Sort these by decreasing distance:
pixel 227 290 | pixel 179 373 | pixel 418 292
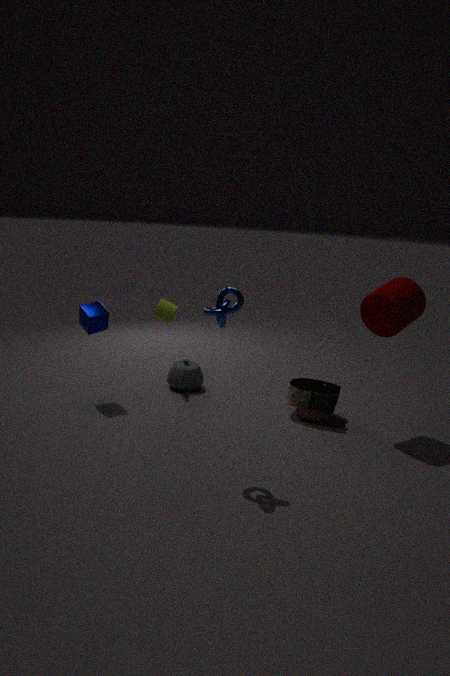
pixel 179 373, pixel 418 292, pixel 227 290
